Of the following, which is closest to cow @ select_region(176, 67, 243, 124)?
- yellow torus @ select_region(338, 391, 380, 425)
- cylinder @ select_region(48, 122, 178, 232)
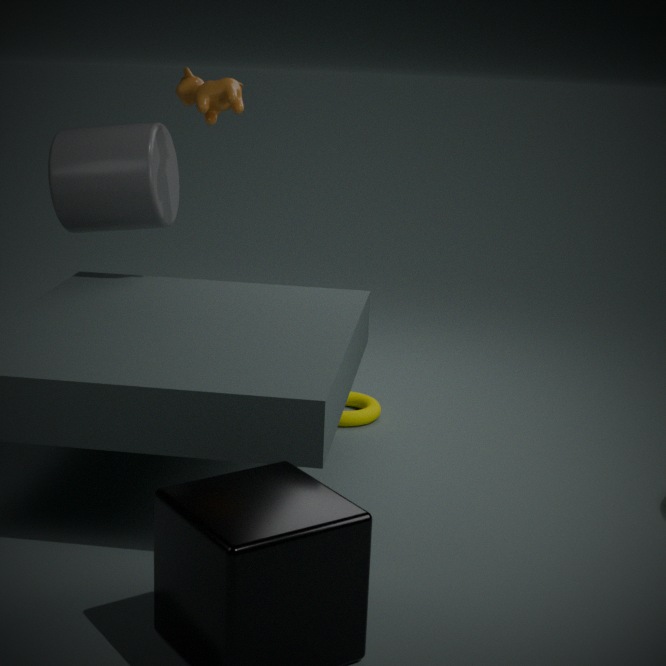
cylinder @ select_region(48, 122, 178, 232)
